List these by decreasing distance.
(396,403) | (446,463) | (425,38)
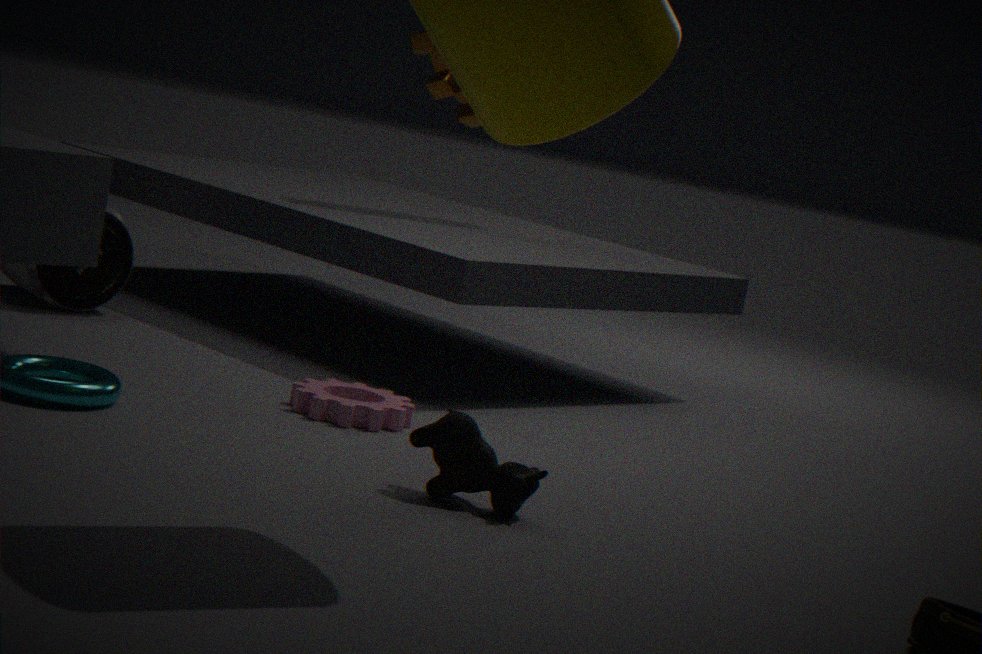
(425,38)
(396,403)
(446,463)
